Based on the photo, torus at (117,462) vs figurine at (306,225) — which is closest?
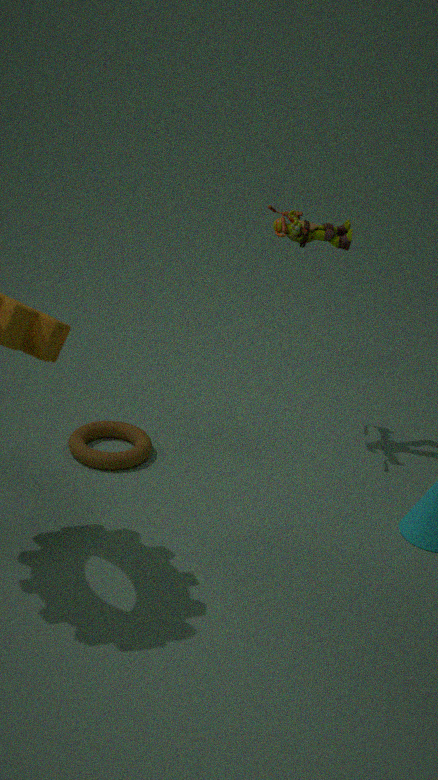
figurine at (306,225)
